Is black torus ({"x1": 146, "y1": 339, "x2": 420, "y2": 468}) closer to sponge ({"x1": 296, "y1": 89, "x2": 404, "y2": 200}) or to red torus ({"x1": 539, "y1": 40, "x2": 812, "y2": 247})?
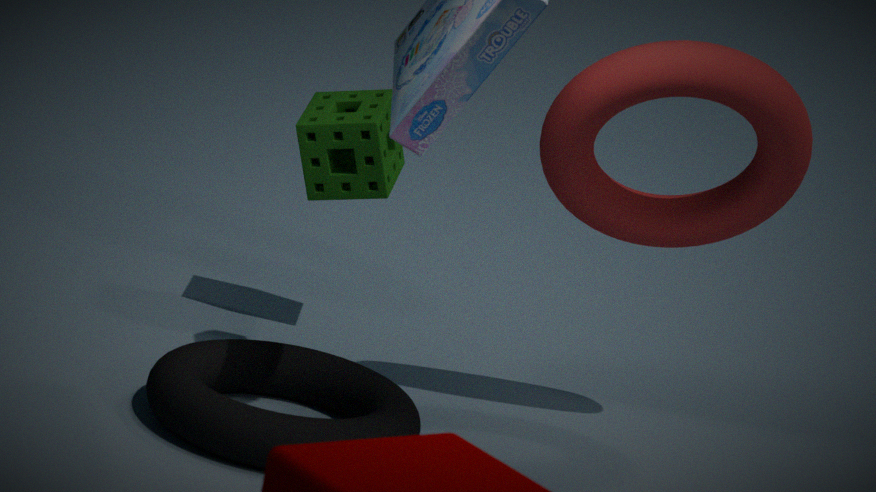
sponge ({"x1": 296, "y1": 89, "x2": 404, "y2": 200})
